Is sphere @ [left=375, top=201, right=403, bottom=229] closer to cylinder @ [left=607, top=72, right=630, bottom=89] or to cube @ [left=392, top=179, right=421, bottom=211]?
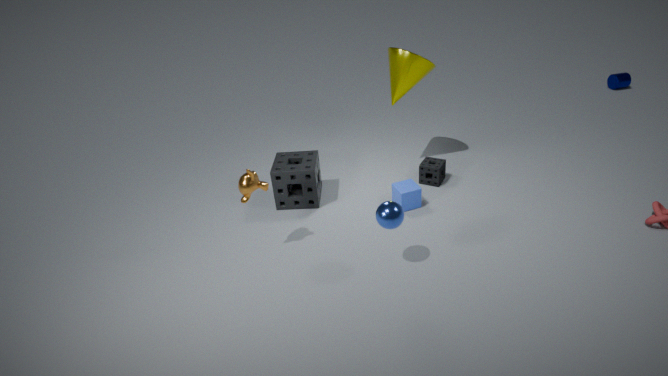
cube @ [left=392, top=179, right=421, bottom=211]
